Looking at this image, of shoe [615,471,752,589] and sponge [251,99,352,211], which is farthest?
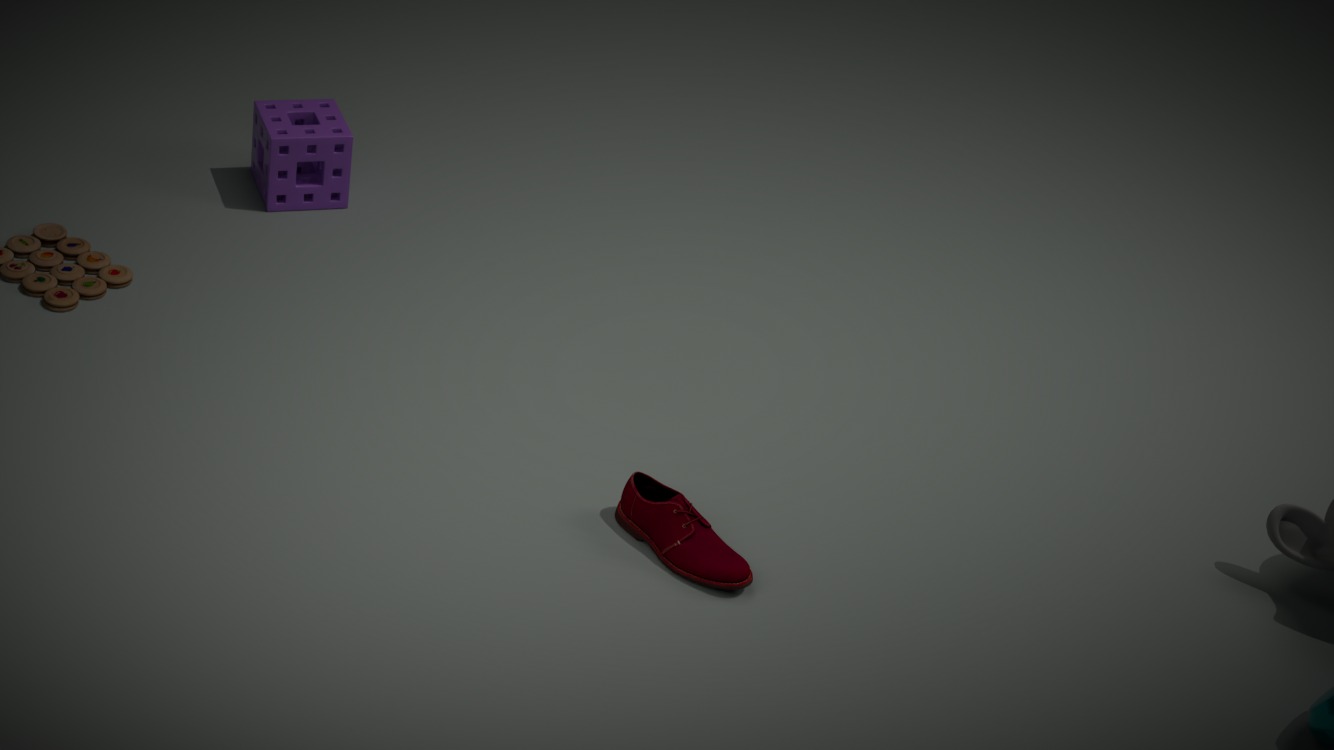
sponge [251,99,352,211]
